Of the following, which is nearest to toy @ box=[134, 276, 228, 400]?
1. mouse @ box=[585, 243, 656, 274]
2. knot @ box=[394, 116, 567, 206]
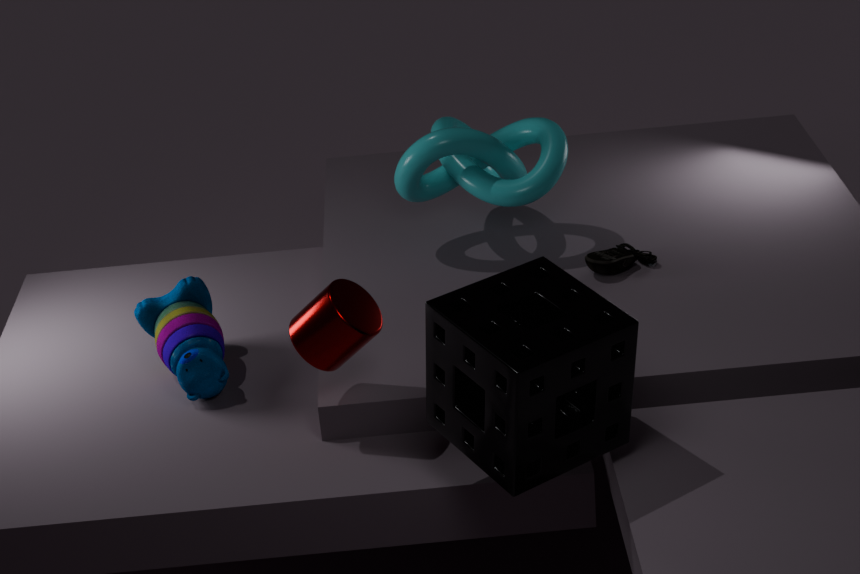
knot @ box=[394, 116, 567, 206]
